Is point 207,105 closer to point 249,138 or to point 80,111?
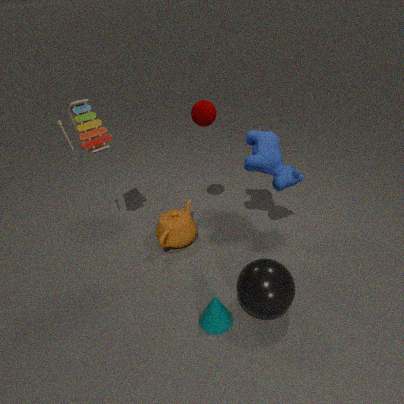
point 249,138
